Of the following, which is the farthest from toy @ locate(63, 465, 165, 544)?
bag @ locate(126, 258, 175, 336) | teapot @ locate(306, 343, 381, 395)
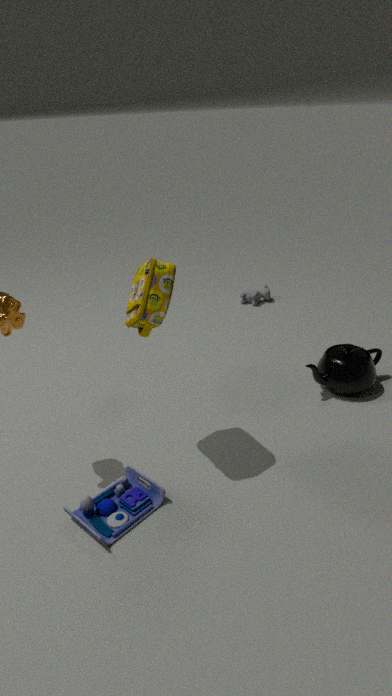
teapot @ locate(306, 343, 381, 395)
